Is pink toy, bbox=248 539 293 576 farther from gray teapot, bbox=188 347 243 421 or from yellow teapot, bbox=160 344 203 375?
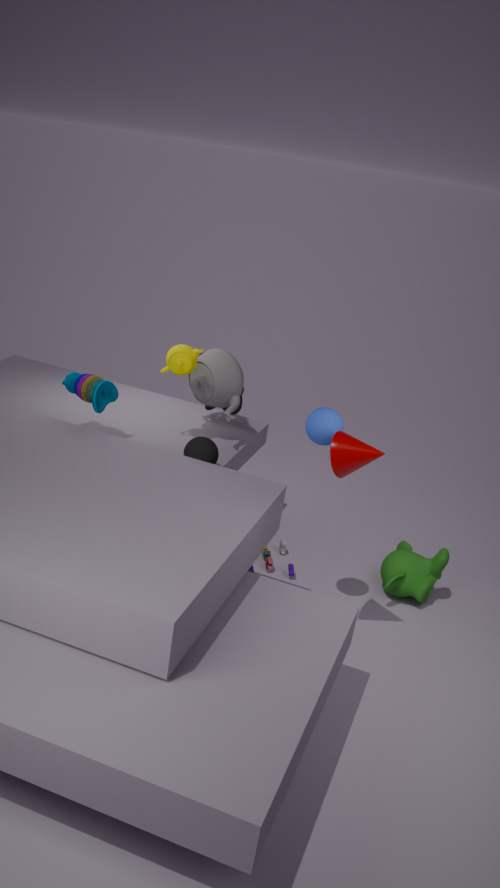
yellow teapot, bbox=160 344 203 375
